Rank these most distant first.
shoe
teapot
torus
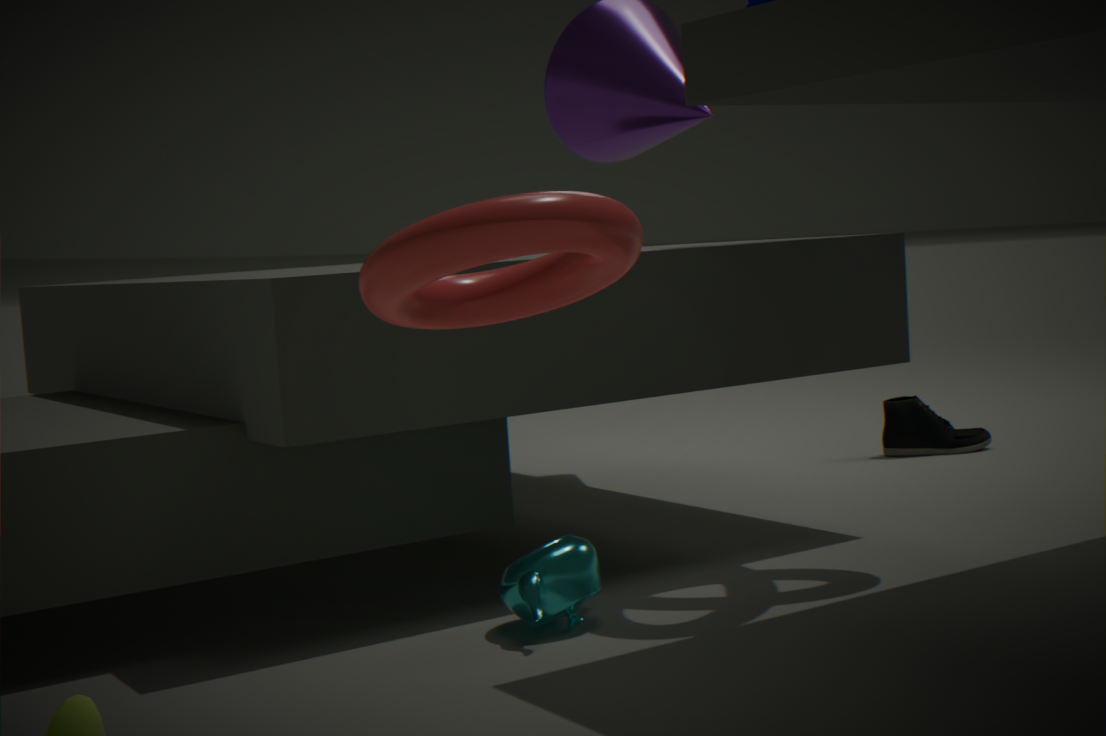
shoe, teapot, torus
